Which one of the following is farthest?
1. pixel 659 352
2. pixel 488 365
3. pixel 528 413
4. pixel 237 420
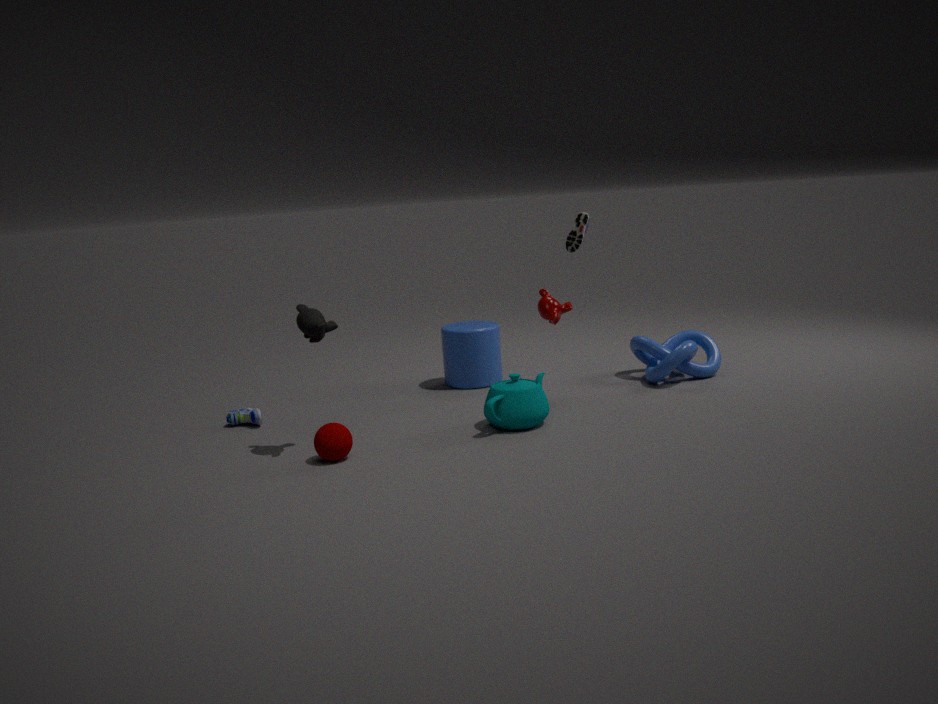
pixel 488 365
